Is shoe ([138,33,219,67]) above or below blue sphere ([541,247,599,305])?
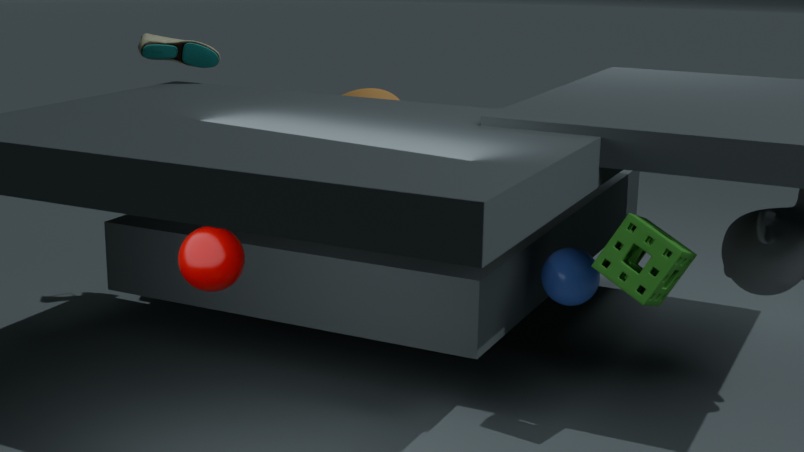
above
